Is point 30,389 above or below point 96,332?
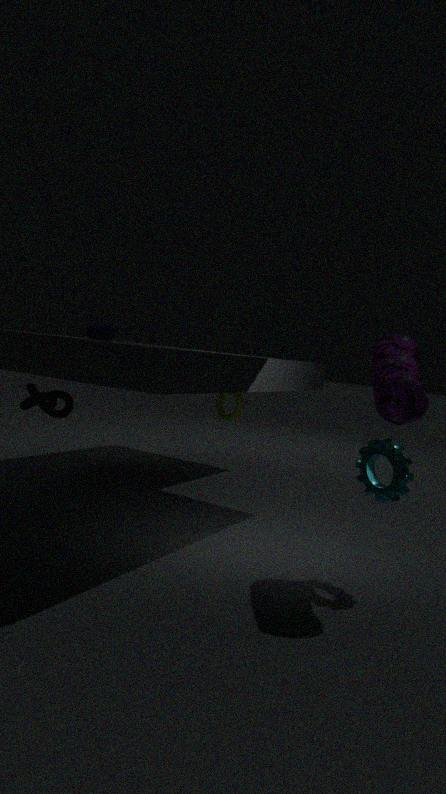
below
